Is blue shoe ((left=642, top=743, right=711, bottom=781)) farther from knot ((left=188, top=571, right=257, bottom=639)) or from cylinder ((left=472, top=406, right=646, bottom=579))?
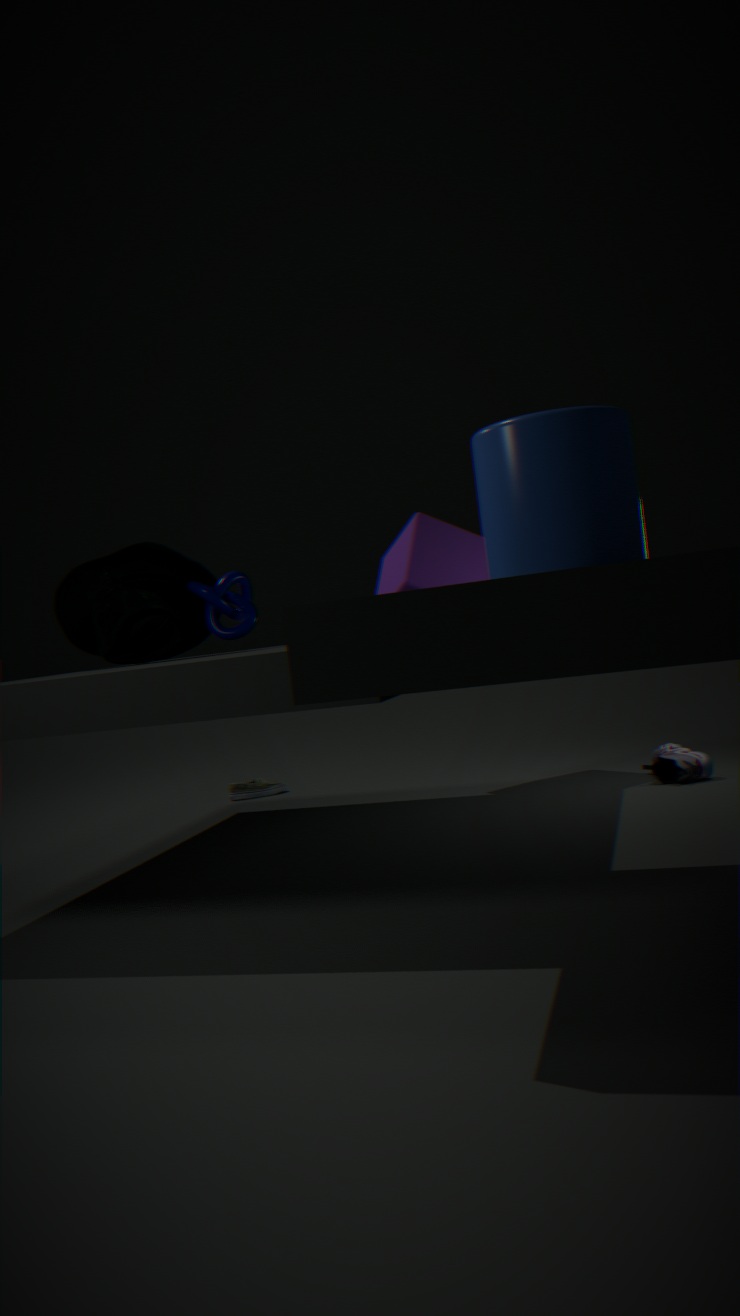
knot ((left=188, top=571, right=257, bottom=639))
